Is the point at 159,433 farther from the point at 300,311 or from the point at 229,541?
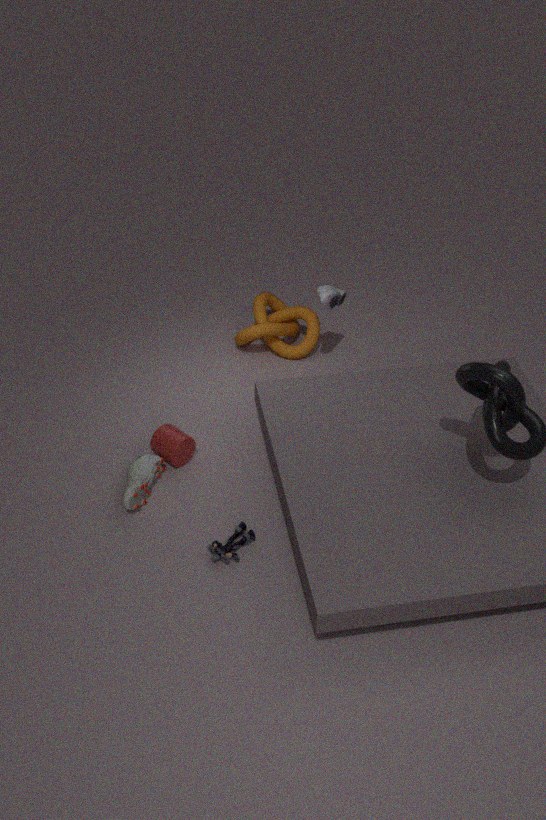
the point at 300,311
